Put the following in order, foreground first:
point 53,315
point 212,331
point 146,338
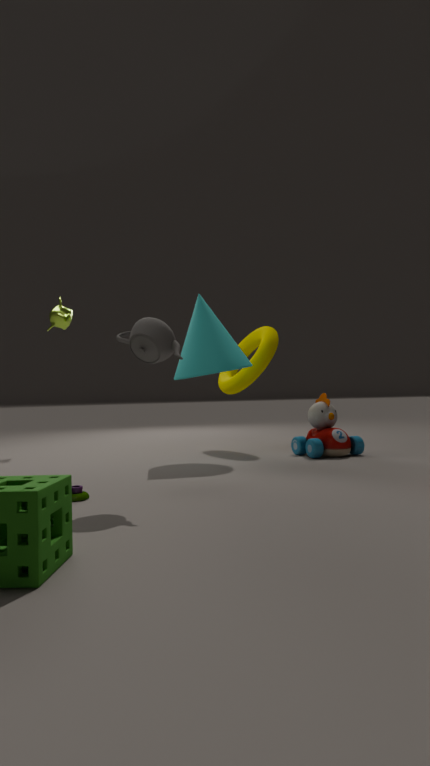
1. point 146,338
2. point 212,331
3. point 53,315
